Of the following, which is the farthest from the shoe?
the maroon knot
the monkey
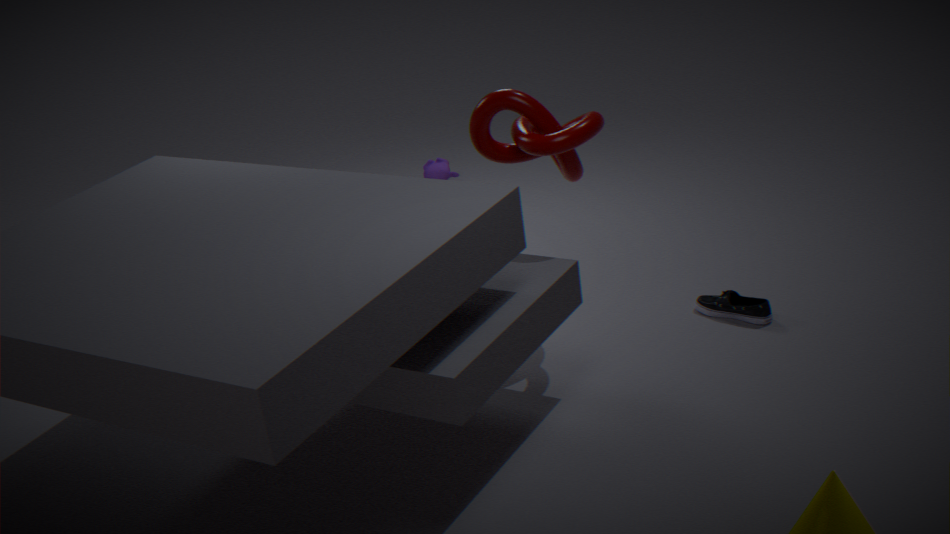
the monkey
